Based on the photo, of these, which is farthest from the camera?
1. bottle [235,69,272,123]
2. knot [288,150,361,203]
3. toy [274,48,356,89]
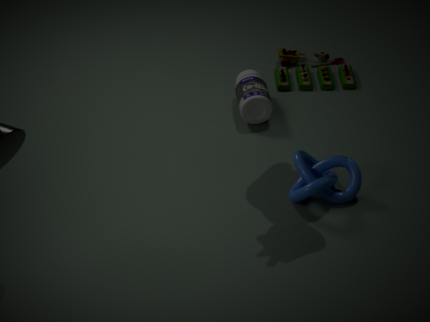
toy [274,48,356,89]
